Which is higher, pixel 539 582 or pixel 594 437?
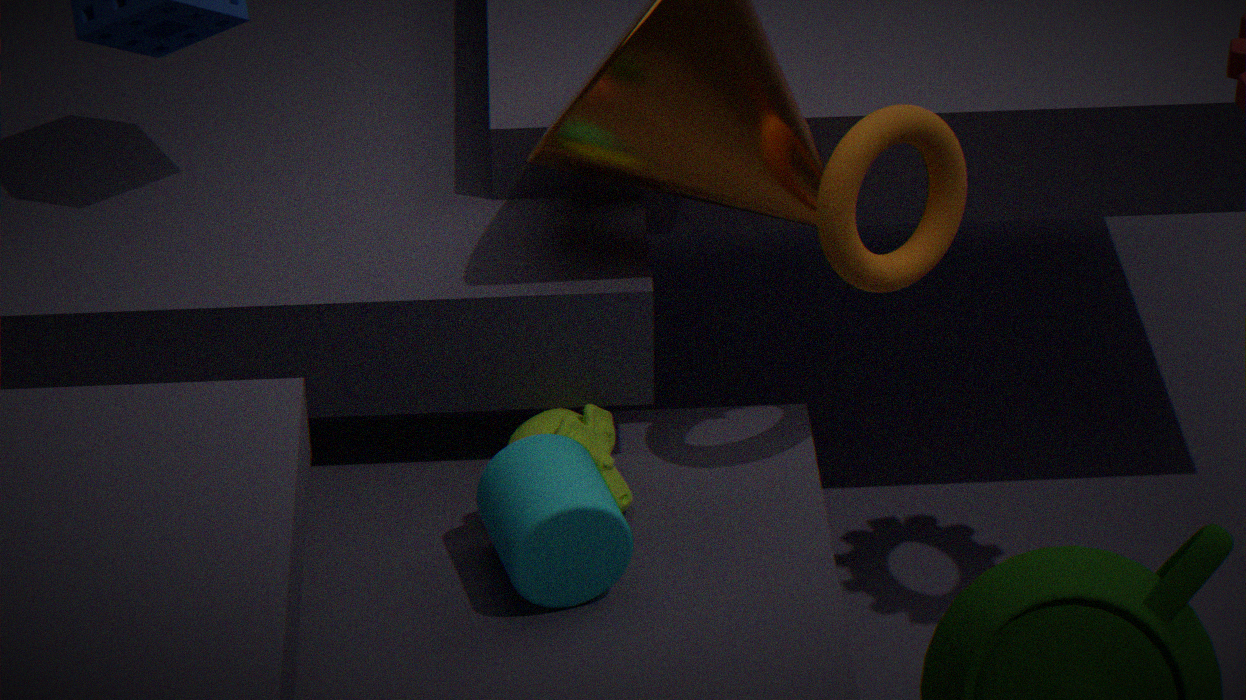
pixel 539 582
